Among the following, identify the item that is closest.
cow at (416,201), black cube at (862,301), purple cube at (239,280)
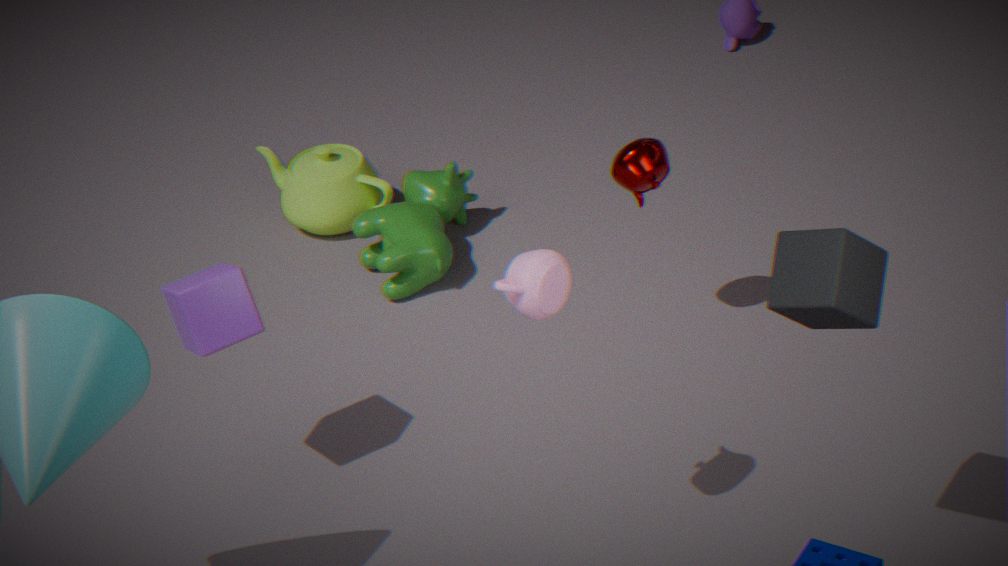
black cube at (862,301)
